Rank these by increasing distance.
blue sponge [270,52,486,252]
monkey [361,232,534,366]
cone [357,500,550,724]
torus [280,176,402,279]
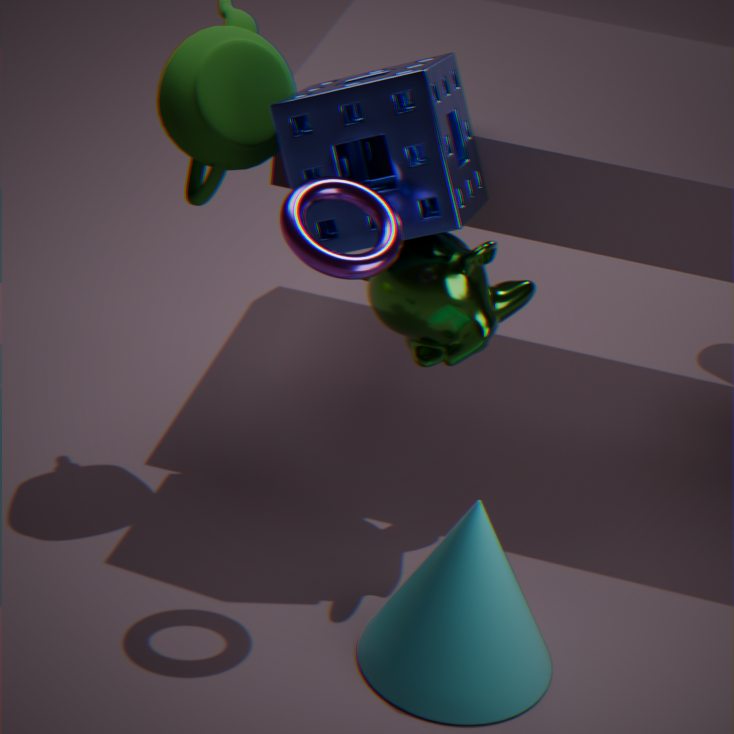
torus [280,176,402,279], cone [357,500,550,724], blue sponge [270,52,486,252], monkey [361,232,534,366]
